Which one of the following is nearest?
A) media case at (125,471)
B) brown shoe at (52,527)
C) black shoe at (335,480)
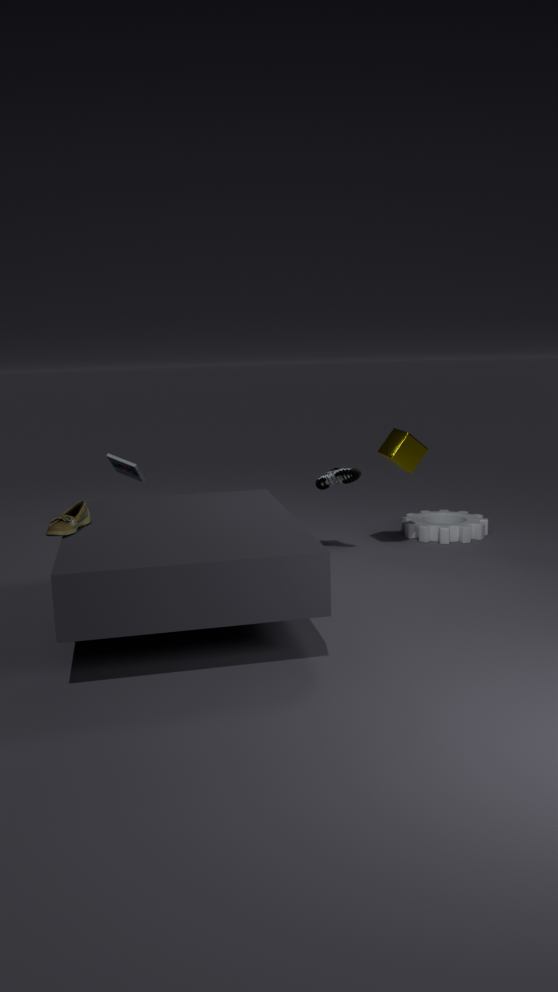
brown shoe at (52,527)
